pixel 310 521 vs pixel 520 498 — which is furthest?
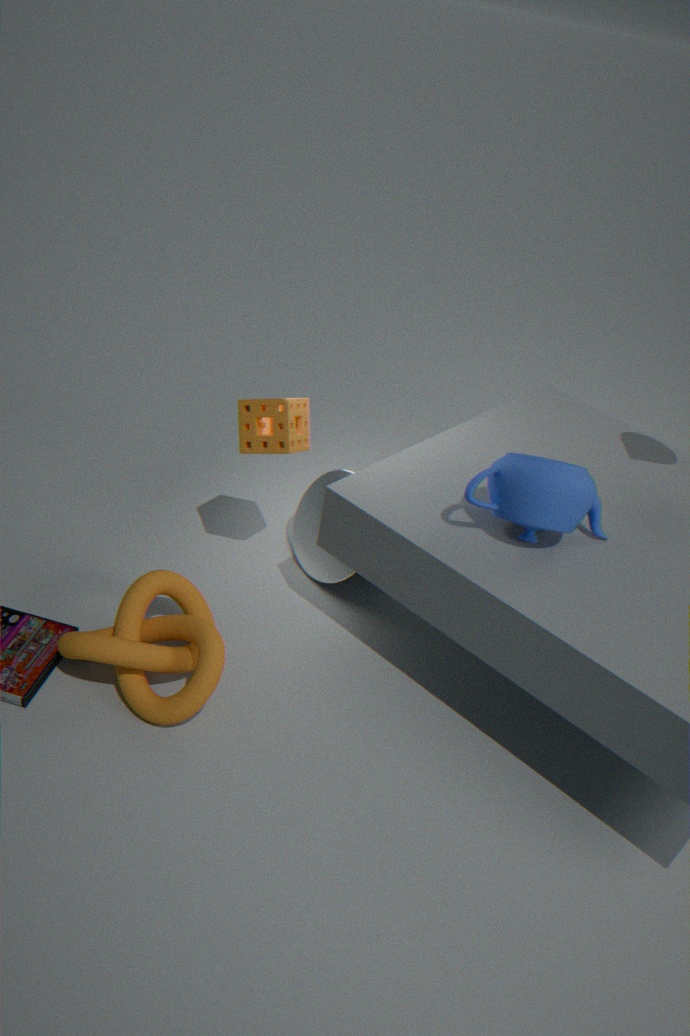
pixel 310 521
